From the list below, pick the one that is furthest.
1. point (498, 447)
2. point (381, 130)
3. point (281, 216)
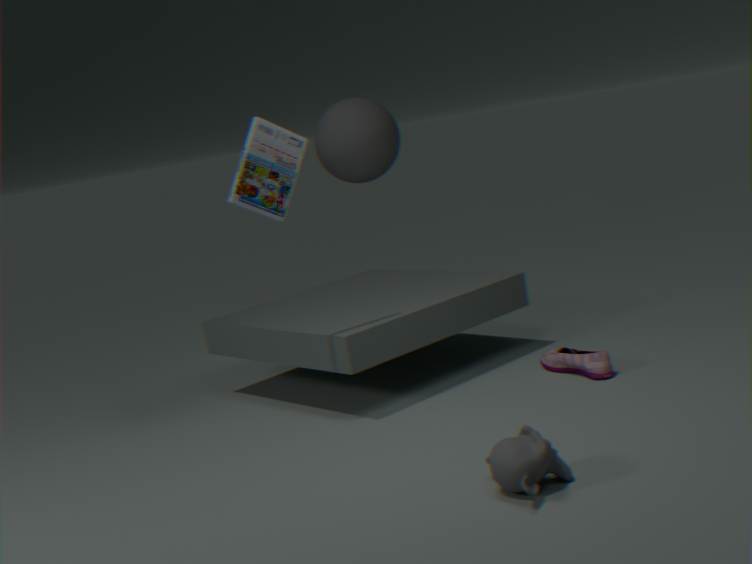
point (381, 130)
